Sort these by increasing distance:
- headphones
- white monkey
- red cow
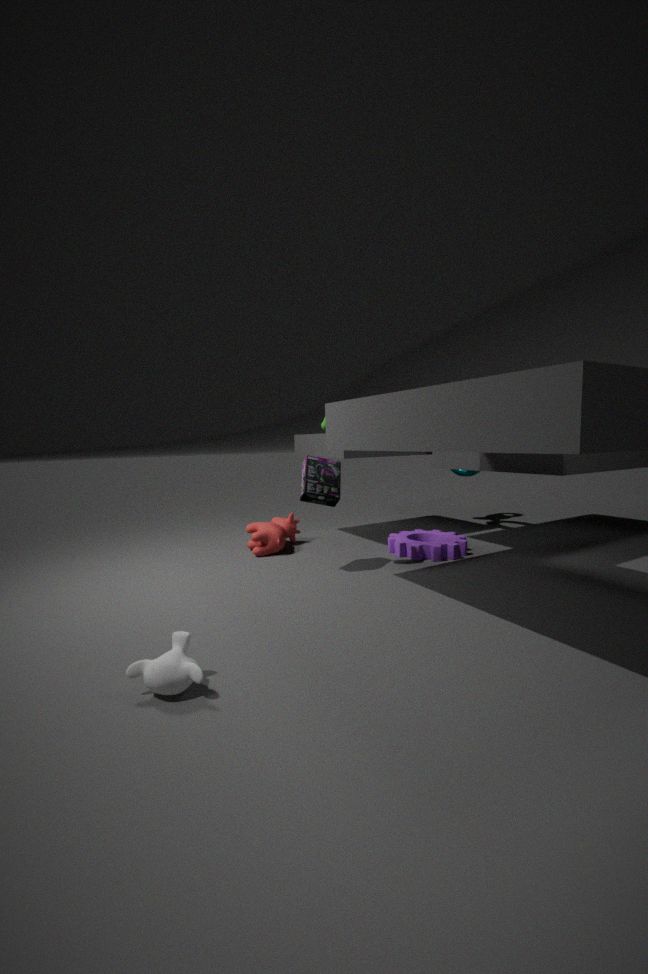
white monkey < headphones < red cow
